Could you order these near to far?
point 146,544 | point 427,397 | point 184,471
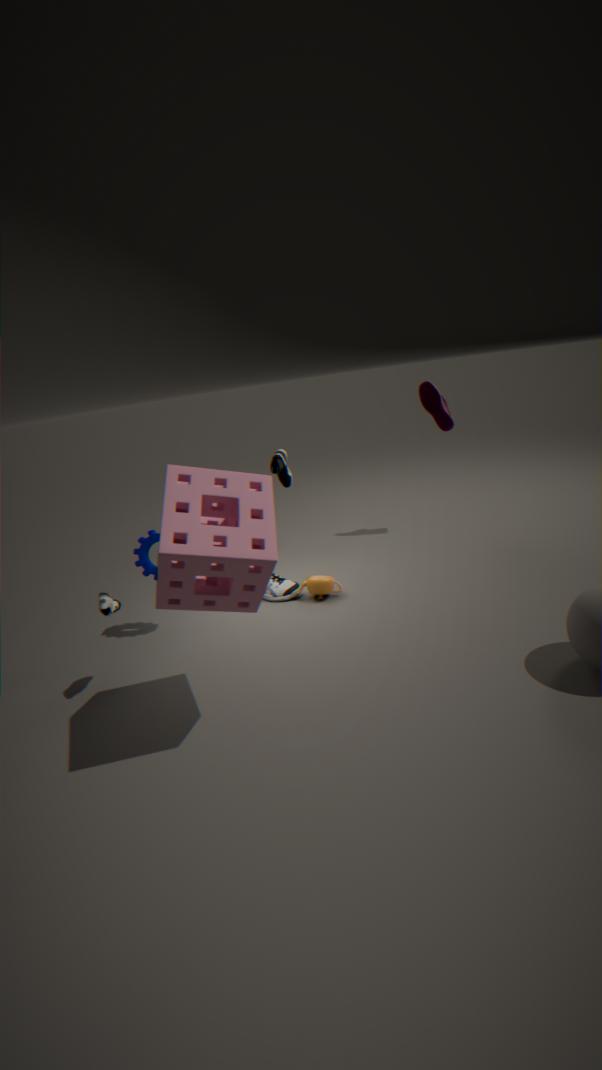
point 184,471 → point 146,544 → point 427,397
